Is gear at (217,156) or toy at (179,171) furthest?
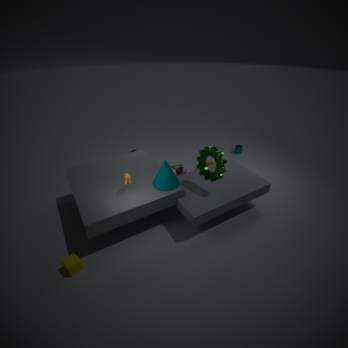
toy at (179,171)
